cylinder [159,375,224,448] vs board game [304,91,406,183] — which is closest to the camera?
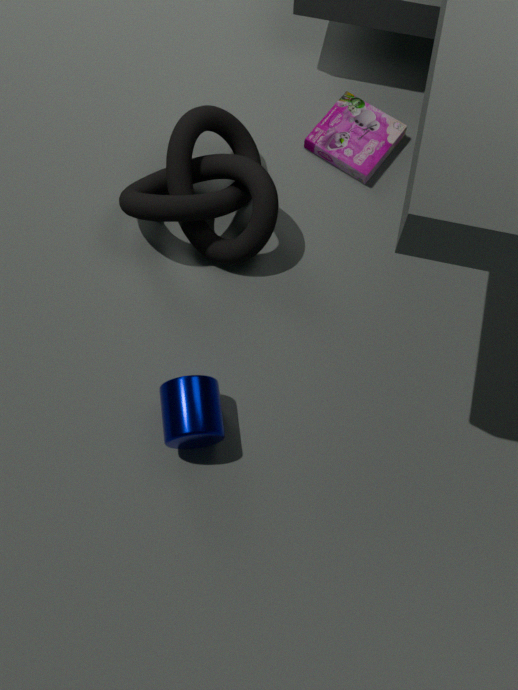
cylinder [159,375,224,448]
